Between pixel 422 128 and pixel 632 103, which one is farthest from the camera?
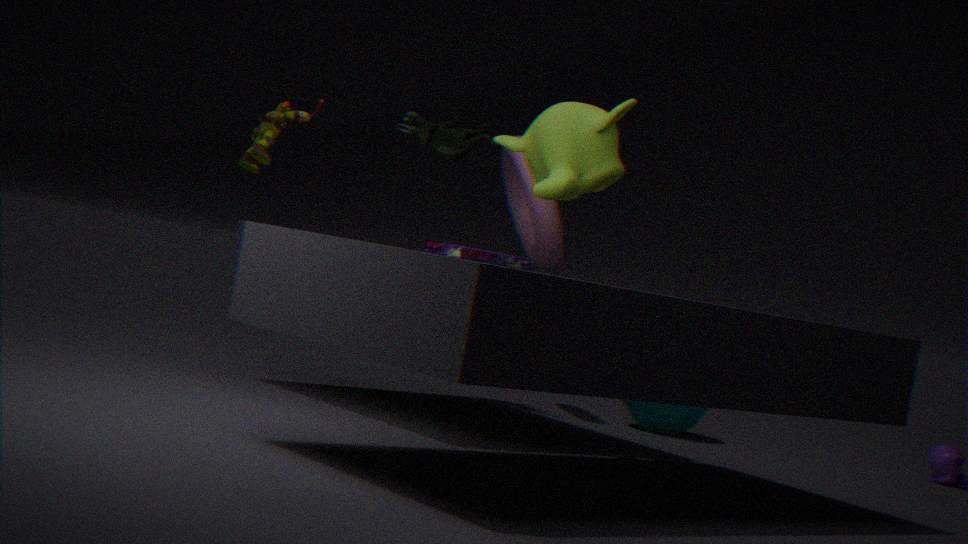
pixel 422 128
